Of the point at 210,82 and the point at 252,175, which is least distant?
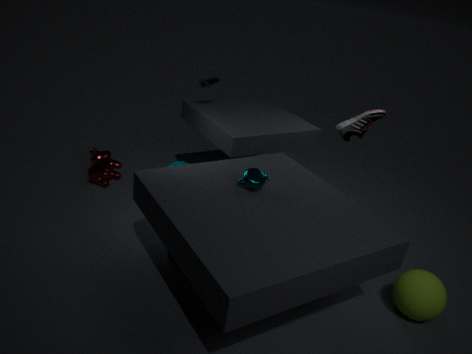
the point at 252,175
